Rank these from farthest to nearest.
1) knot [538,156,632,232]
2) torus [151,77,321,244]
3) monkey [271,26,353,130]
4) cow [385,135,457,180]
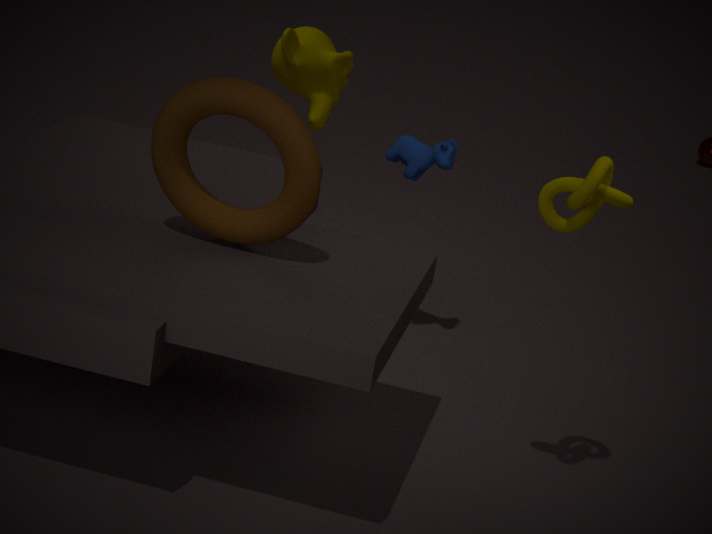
3. monkey [271,26,353,130], 4. cow [385,135,457,180], 2. torus [151,77,321,244], 1. knot [538,156,632,232]
